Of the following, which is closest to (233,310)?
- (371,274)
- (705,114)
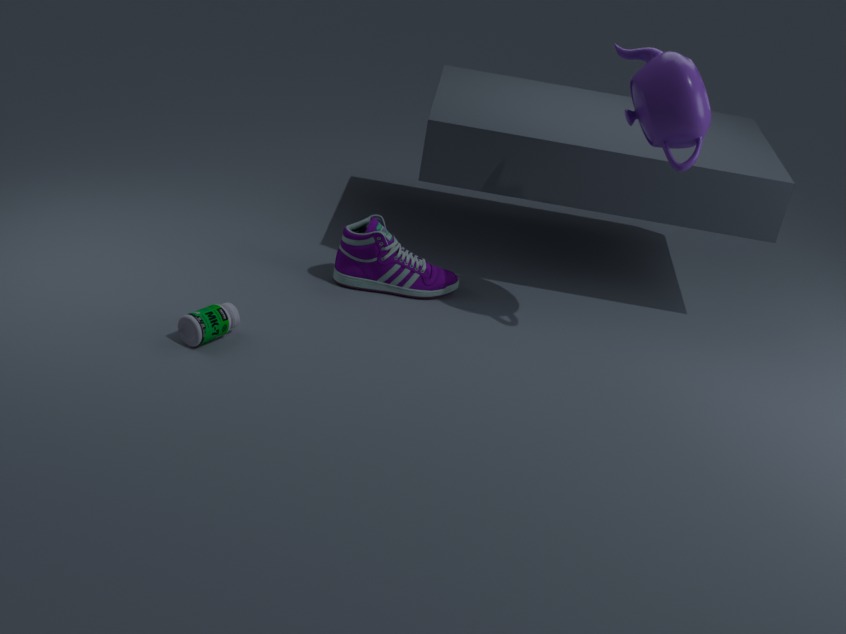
(371,274)
